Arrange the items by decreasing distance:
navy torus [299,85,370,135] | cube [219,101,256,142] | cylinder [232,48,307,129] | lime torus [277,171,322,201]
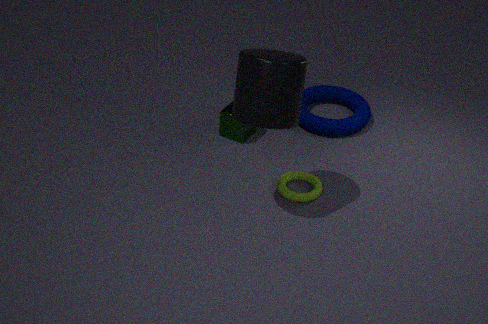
navy torus [299,85,370,135] < cube [219,101,256,142] < lime torus [277,171,322,201] < cylinder [232,48,307,129]
